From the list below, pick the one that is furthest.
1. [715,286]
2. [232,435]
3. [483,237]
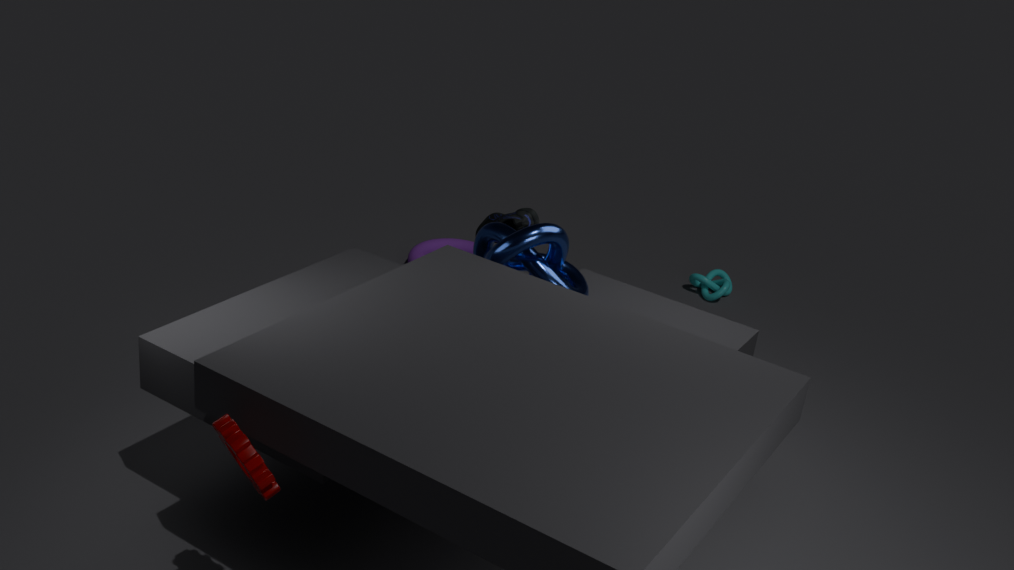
[715,286]
